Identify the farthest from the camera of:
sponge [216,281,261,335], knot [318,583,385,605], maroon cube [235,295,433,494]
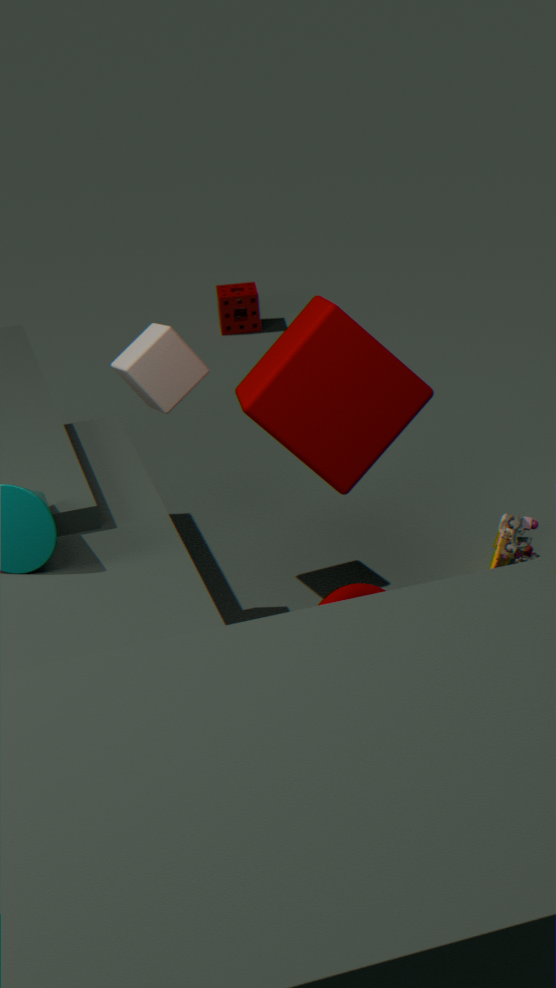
sponge [216,281,261,335]
